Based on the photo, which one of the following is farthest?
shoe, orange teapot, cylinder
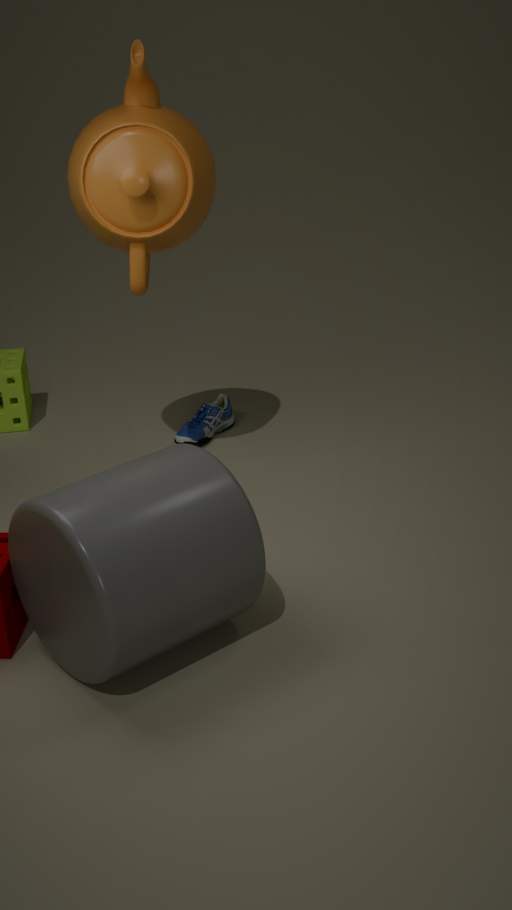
shoe
